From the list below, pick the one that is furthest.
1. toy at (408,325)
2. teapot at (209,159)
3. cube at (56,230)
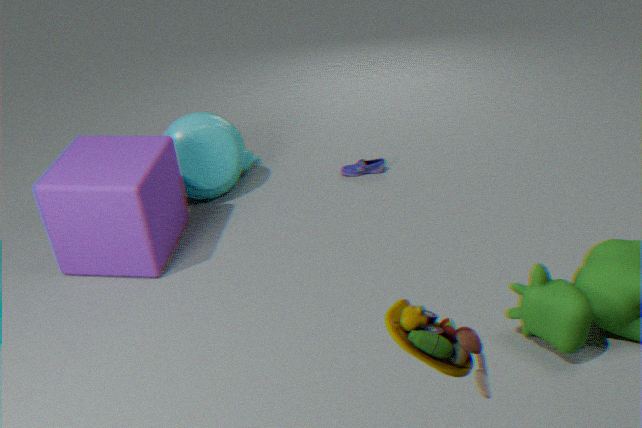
teapot at (209,159)
